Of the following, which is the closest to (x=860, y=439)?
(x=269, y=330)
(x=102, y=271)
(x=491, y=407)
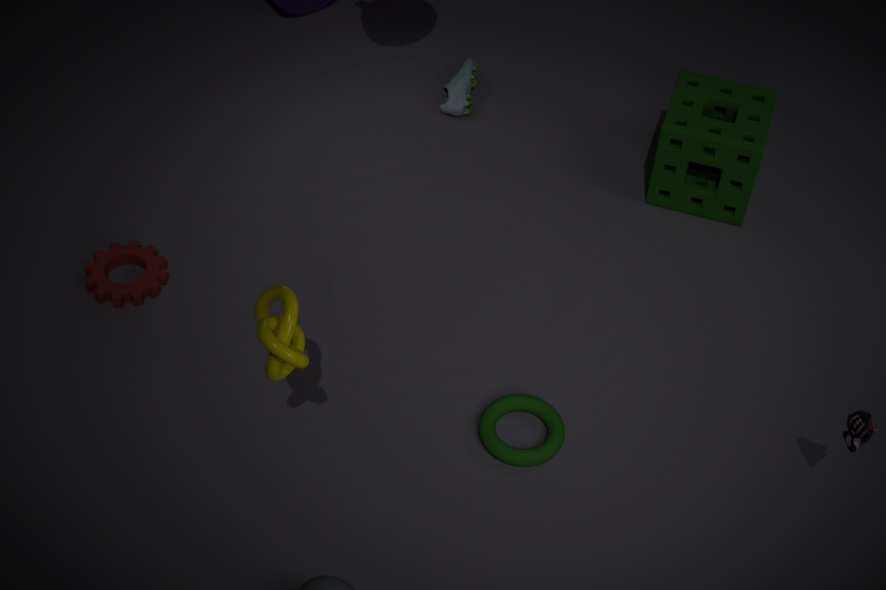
(x=491, y=407)
